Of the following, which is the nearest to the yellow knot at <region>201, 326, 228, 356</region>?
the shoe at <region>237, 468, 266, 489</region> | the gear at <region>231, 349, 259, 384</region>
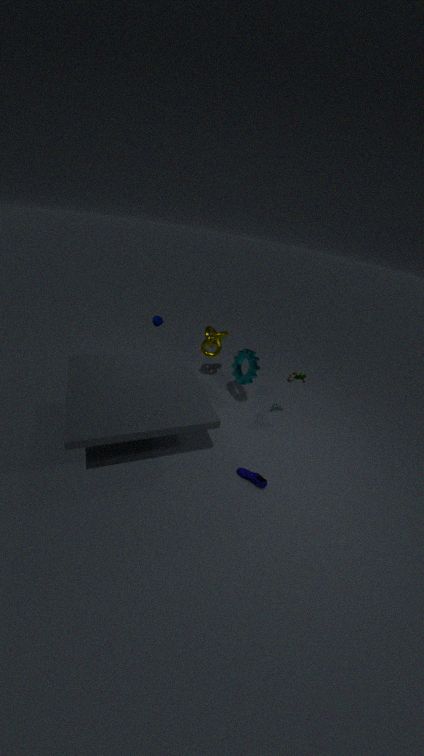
the gear at <region>231, 349, 259, 384</region>
